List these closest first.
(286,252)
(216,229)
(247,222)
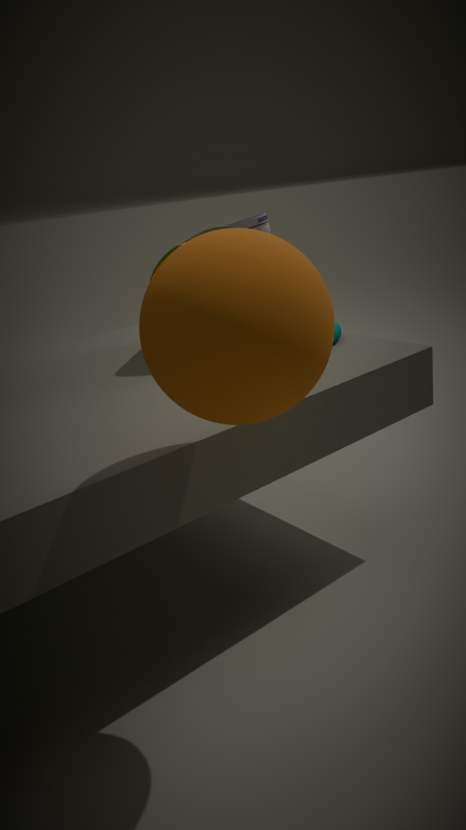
(286,252) → (216,229) → (247,222)
